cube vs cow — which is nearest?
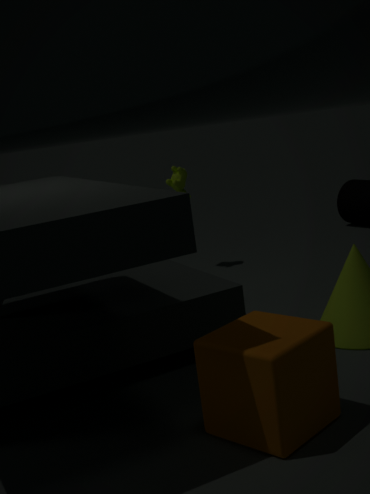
cube
